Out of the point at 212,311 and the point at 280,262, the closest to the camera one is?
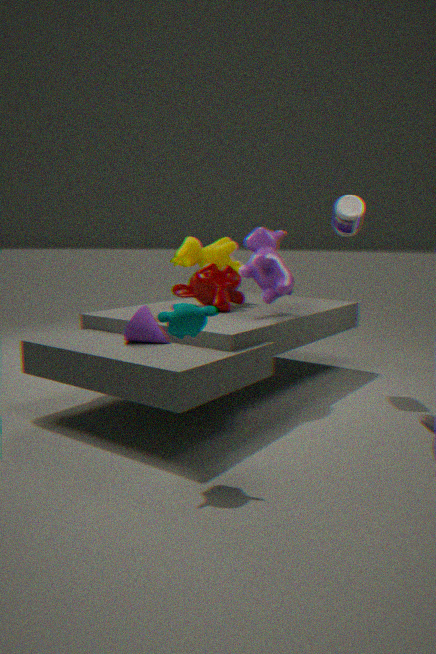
the point at 212,311
